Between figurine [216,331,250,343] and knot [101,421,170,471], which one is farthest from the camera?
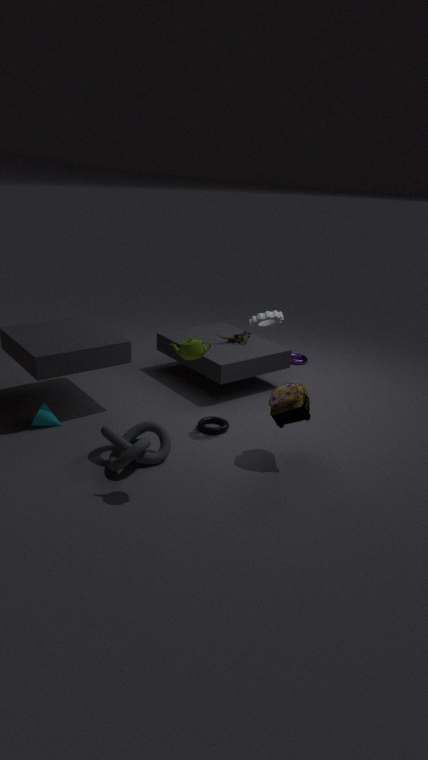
figurine [216,331,250,343]
